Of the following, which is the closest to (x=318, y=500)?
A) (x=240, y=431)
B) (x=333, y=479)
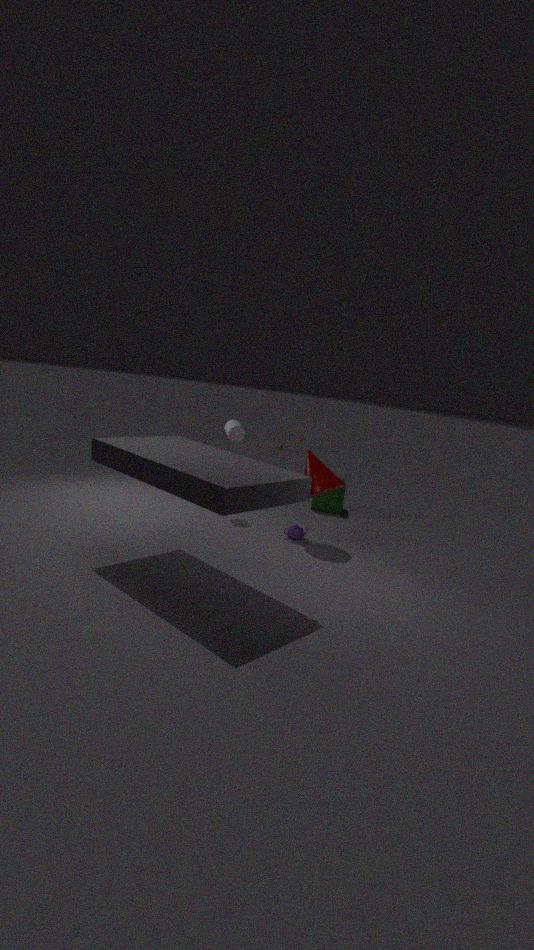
(x=333, y=479)
